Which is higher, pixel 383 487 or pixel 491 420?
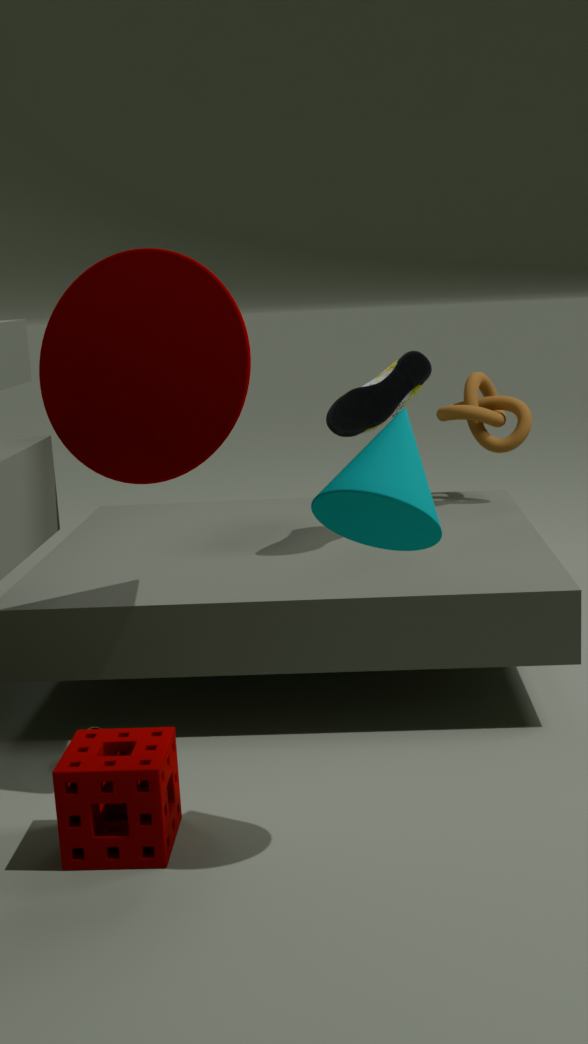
pixel 383 487
